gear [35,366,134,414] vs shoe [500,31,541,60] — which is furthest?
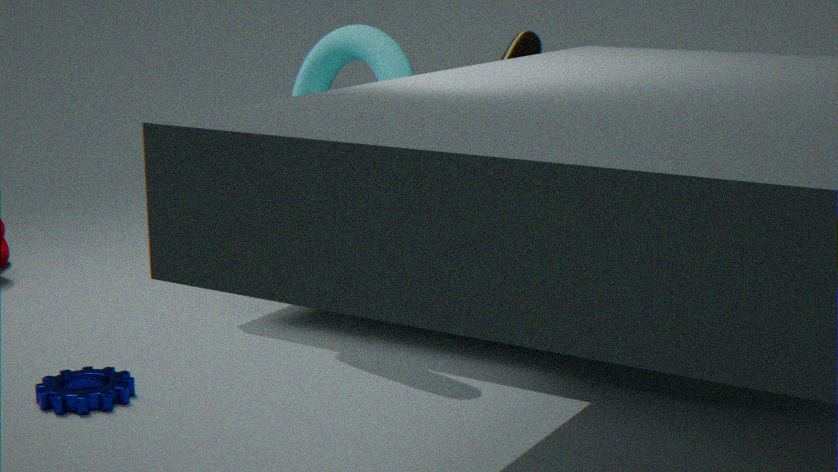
shoe [500,31,541,60]
